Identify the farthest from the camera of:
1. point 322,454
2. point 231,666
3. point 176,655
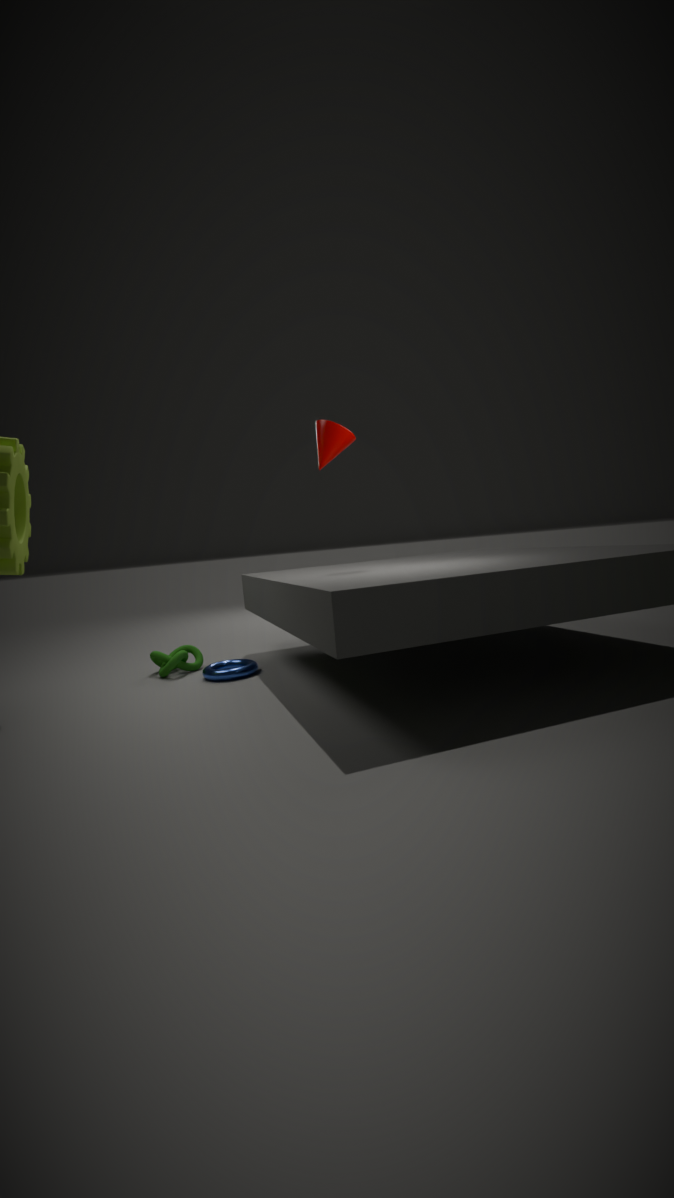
point 231,666
